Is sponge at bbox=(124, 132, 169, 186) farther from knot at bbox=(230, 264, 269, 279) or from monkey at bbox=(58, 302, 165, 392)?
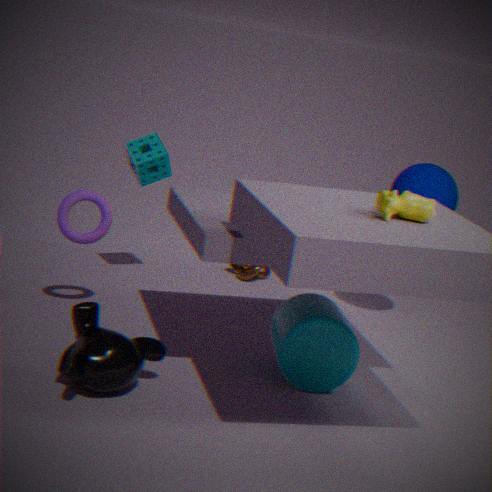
monkey at bbox=(58, 302, 165, 392)
